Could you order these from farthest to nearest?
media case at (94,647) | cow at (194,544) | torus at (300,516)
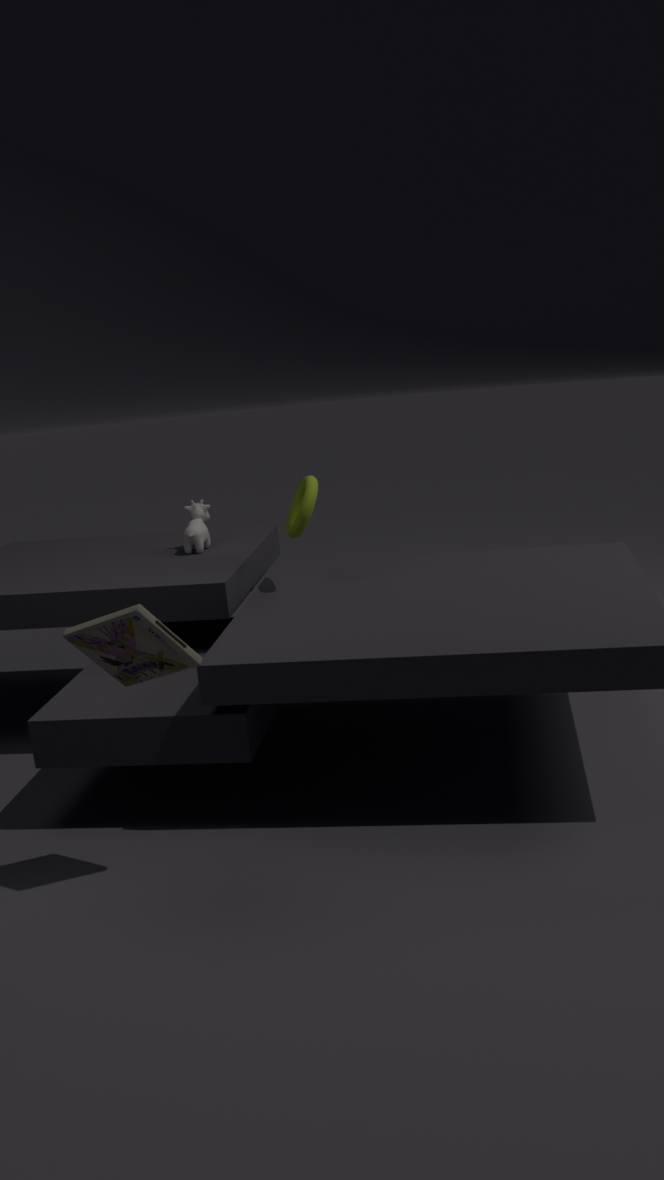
cow at (194,544) < torus at (300,516) < media case at (94,647)
